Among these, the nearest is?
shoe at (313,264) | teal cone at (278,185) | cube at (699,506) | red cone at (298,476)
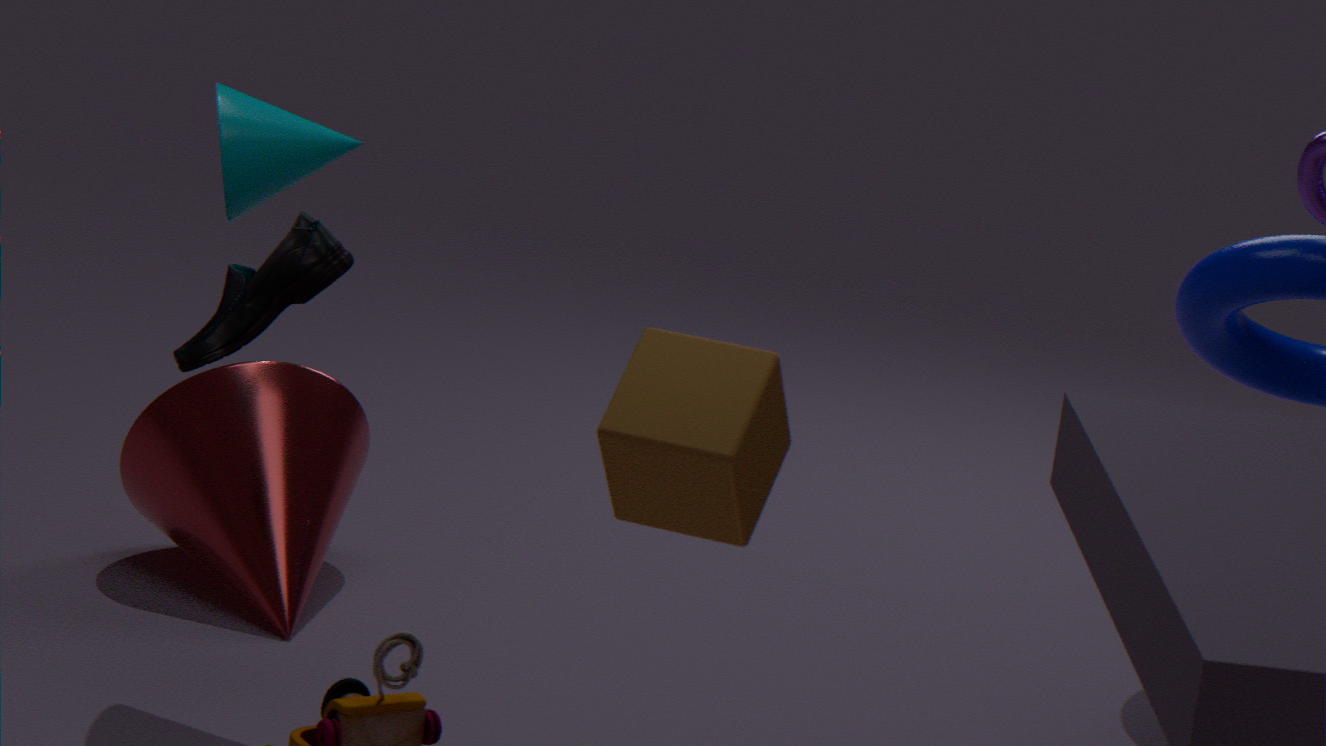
cube at (699,506)
